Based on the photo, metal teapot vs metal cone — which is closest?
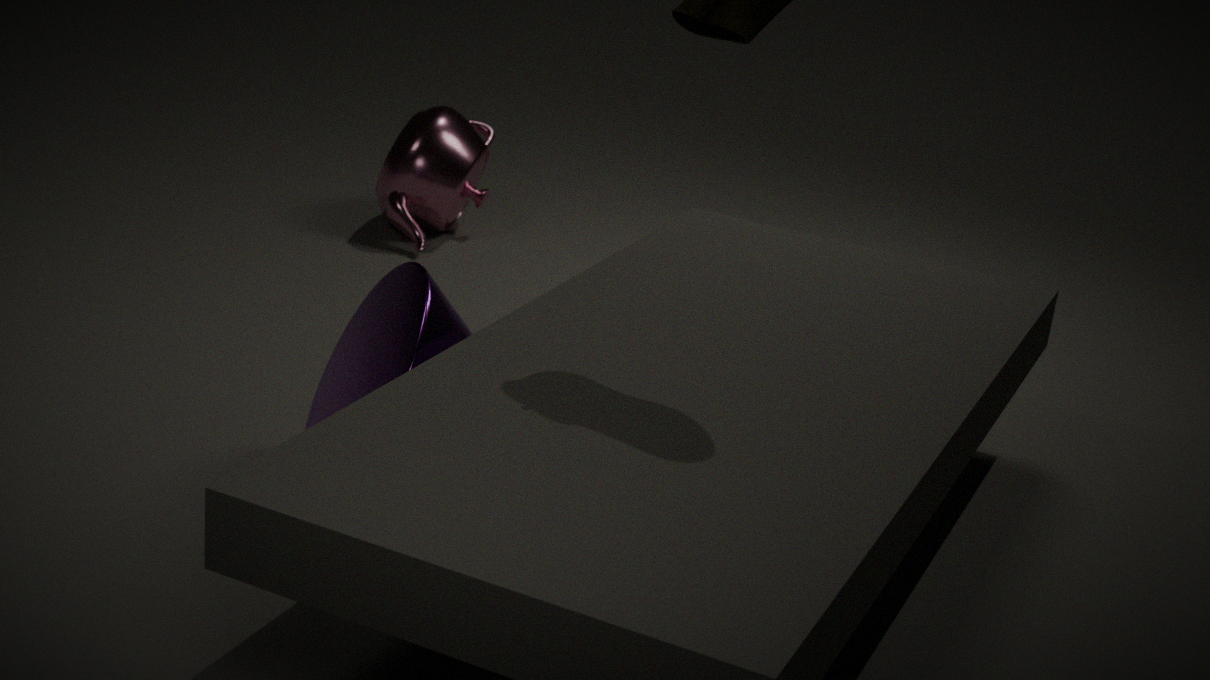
metal cone
